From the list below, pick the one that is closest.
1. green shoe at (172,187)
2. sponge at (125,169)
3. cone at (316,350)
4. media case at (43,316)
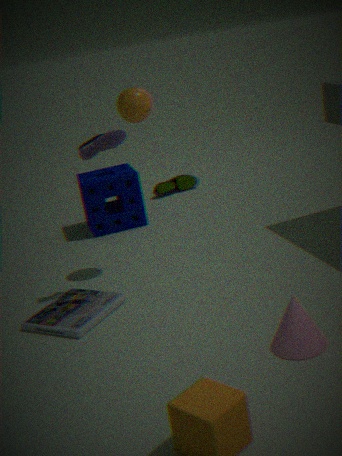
cone at (316,350)
